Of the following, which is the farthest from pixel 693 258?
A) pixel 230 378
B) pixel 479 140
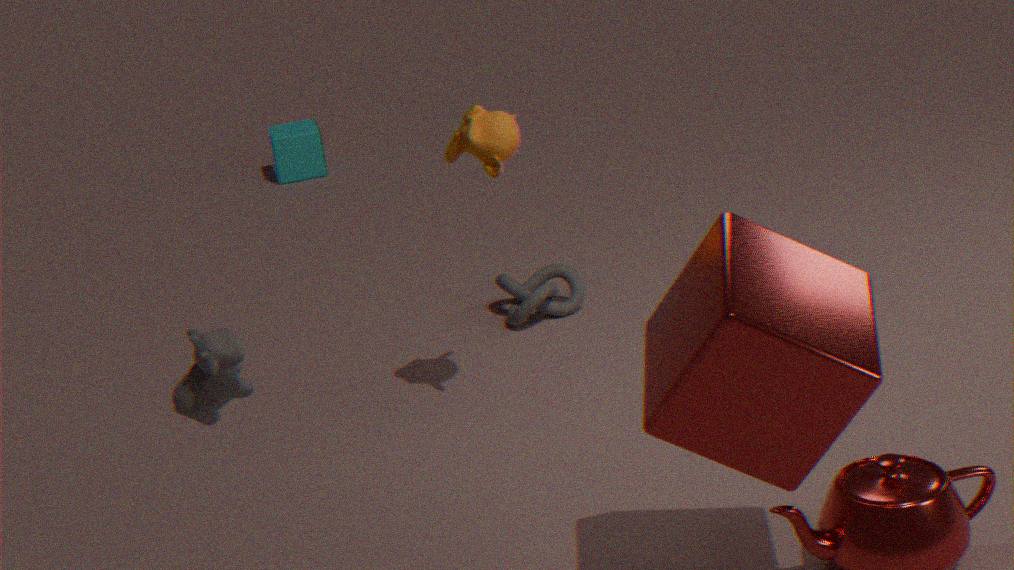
pixel 479 140
